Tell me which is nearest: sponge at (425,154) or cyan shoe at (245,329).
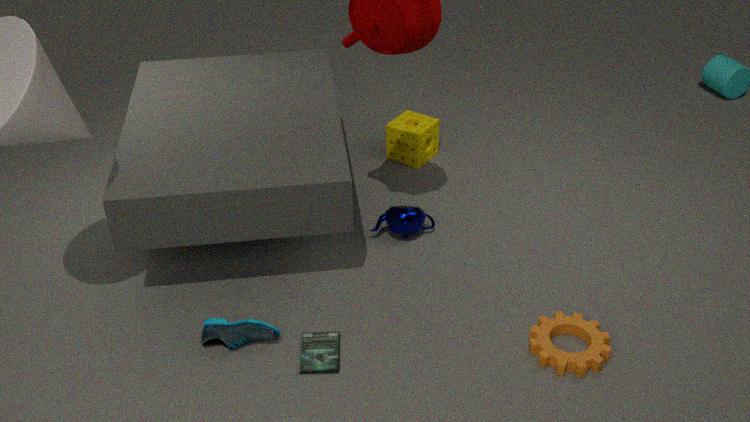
cyan shoe at (245,329)
